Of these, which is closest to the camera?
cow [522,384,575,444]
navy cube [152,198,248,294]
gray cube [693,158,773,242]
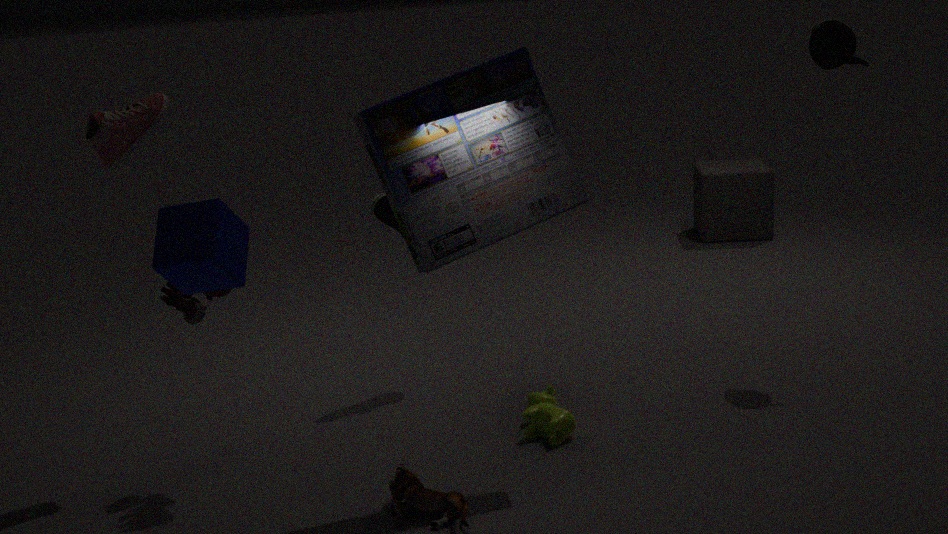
navy cube [152,198,248,294]
